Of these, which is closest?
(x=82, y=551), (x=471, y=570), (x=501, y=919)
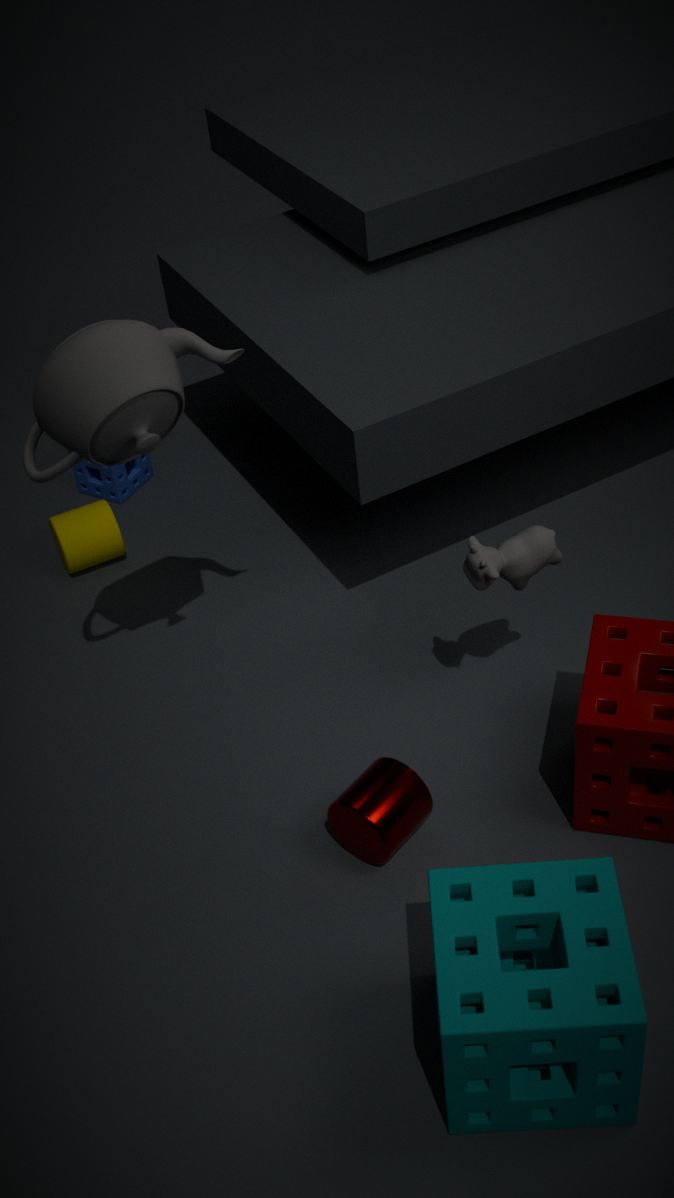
(x=501, y=919)
